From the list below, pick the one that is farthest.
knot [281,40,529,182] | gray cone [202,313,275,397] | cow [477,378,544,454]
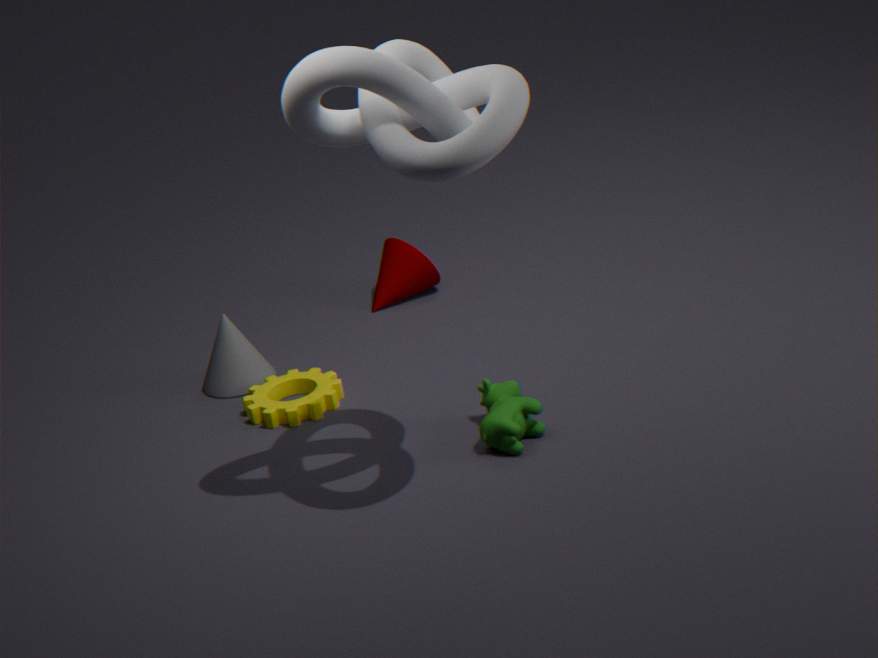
gray cone [202,313,275,397]
